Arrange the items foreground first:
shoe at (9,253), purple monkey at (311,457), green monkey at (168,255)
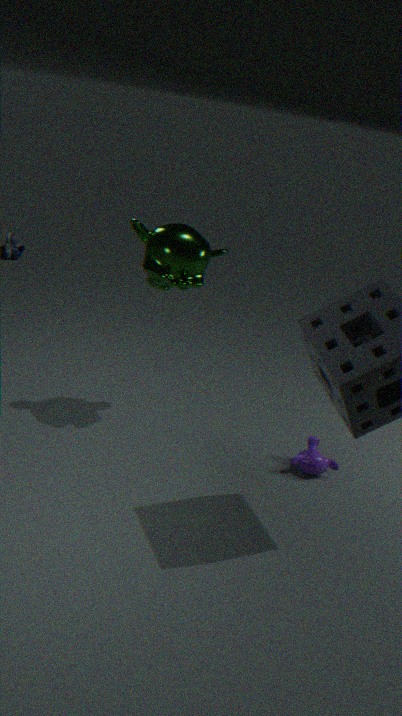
green monkey at (168,255)
purple monkey at (311,457)
shoe at (9,253)
